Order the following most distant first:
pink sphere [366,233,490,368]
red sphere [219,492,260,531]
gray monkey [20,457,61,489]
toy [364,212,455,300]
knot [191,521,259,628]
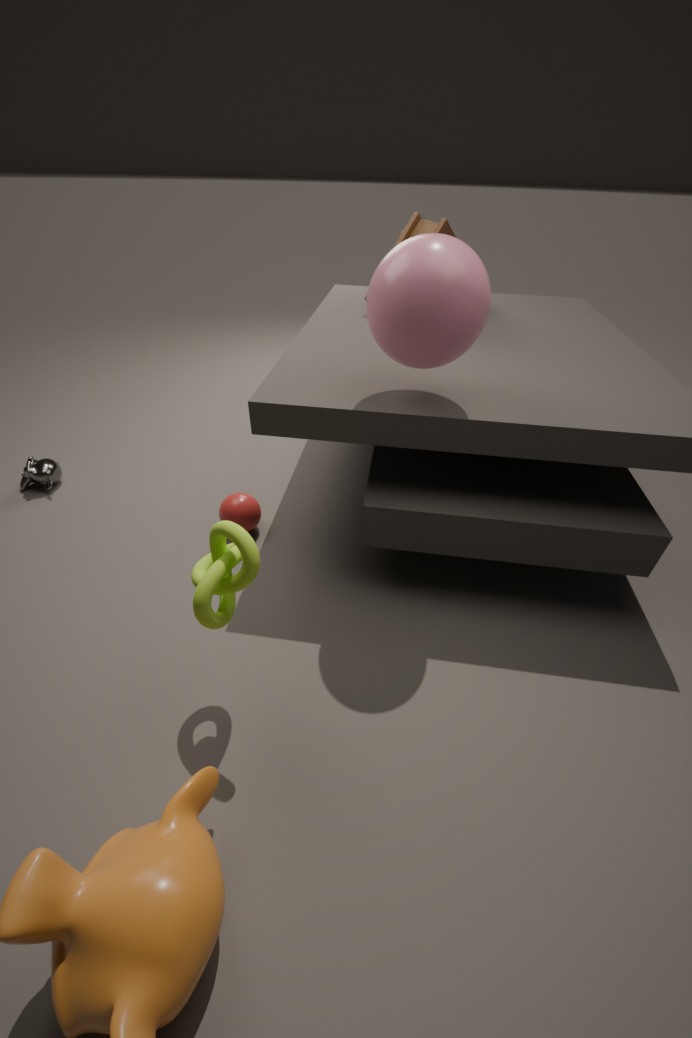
gray monkey [20,457,61,489]
toy [364,212,455,300]
red sphere [219,492,260,531]
pink sphere [366,233,490,368]
knot [191,521,259,628]
